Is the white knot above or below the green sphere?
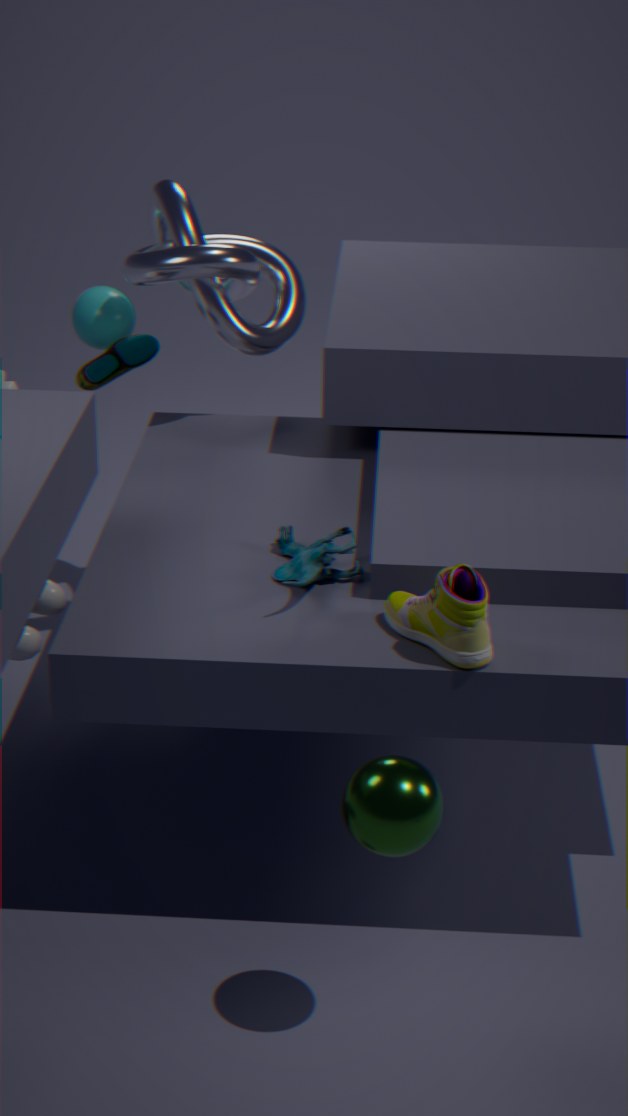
above
